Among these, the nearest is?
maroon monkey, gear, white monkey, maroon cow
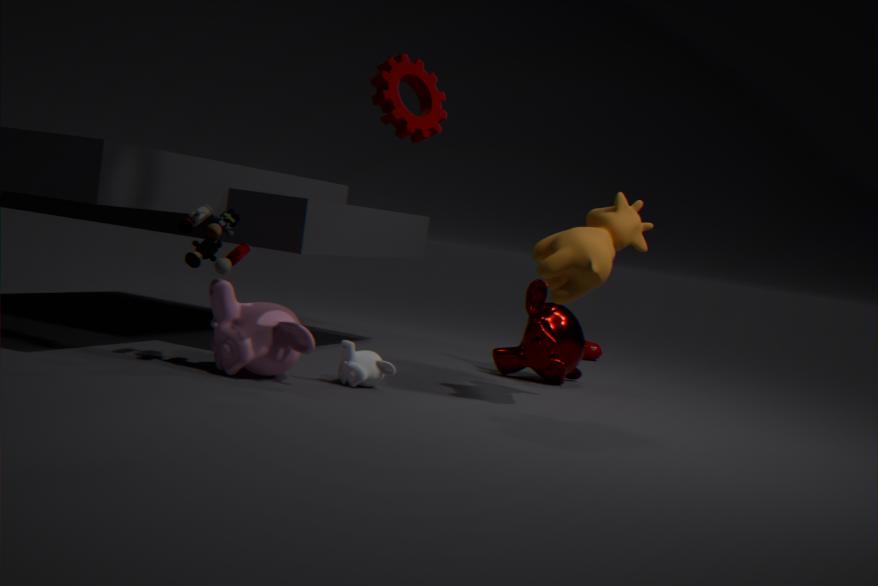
gear
